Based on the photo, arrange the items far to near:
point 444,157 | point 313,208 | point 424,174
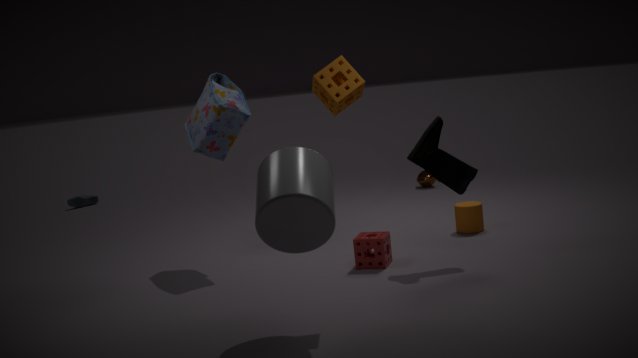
point 424,174 → point 444,157 → point 313,208
